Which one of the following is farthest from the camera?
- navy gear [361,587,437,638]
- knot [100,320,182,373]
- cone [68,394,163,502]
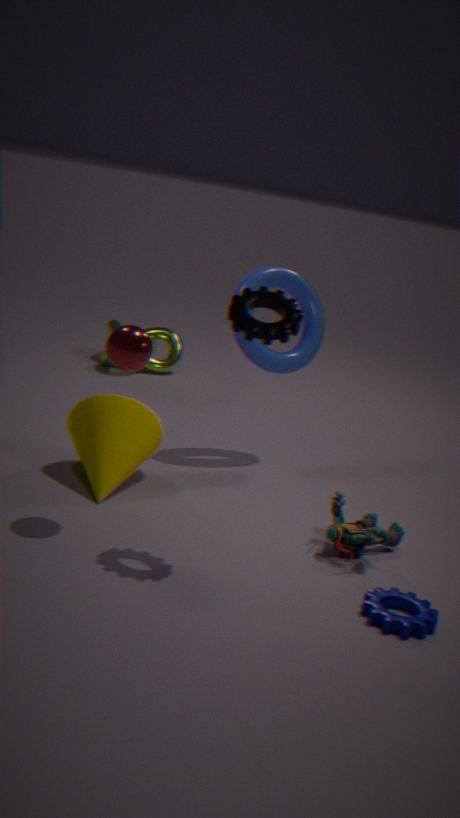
knot [100,320,182,373]
